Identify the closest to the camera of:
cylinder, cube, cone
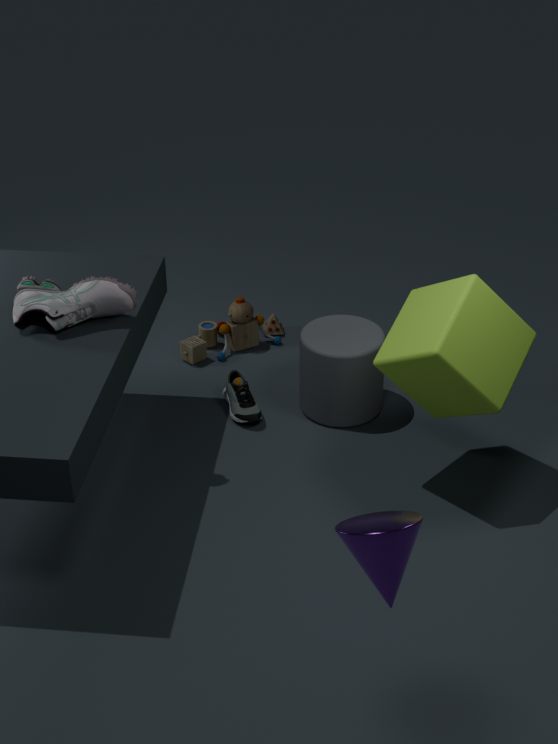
cone
